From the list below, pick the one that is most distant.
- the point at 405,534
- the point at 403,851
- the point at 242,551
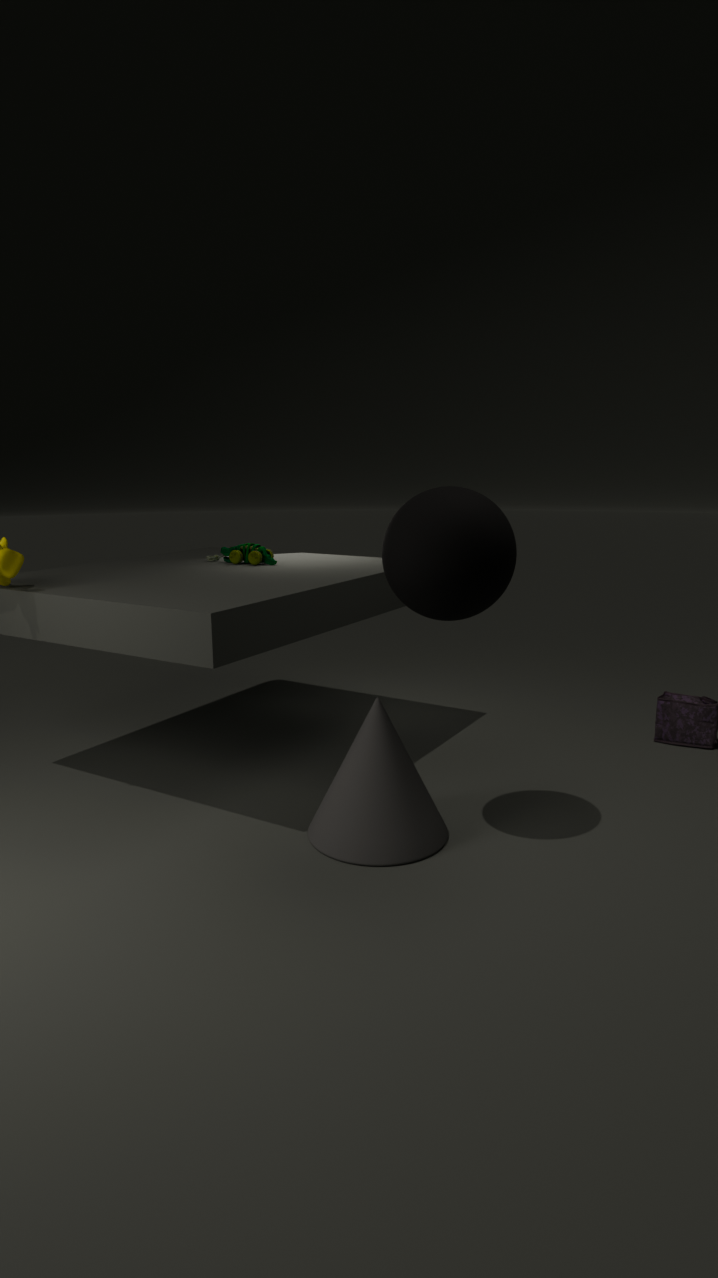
the point at 242,551
